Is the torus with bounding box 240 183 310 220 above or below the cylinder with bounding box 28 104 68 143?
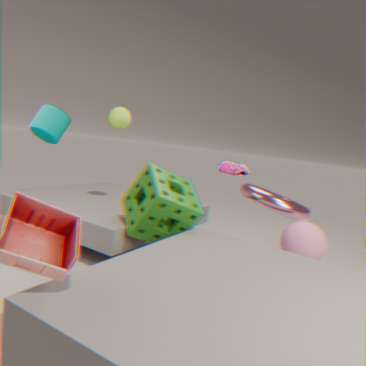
below
